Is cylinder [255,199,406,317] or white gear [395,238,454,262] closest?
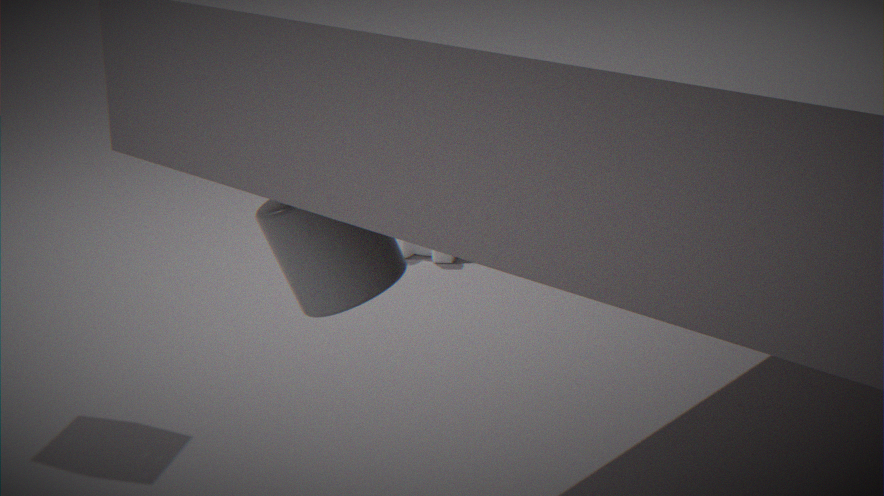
cylinder [255,199,406,317]
